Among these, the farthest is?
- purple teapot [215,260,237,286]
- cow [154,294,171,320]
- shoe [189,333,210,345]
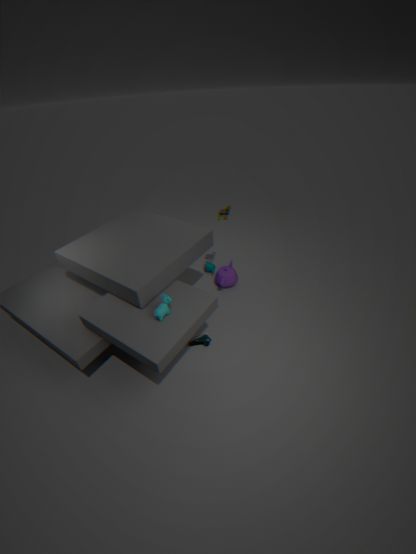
purple teapot [215,260,237,286]
